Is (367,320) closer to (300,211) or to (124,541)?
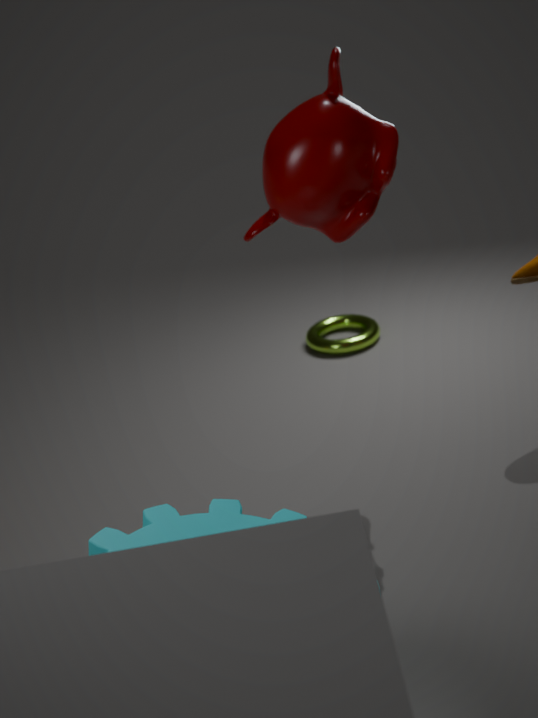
(300,211)
